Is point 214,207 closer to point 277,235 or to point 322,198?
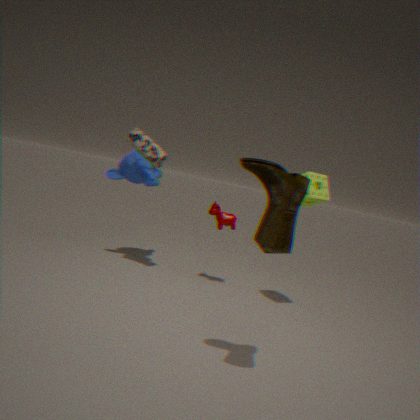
point 322,198
